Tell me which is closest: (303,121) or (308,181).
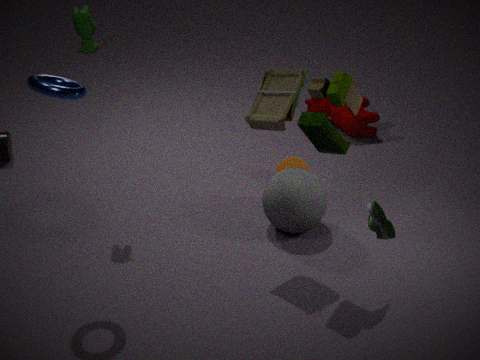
(303,121)
